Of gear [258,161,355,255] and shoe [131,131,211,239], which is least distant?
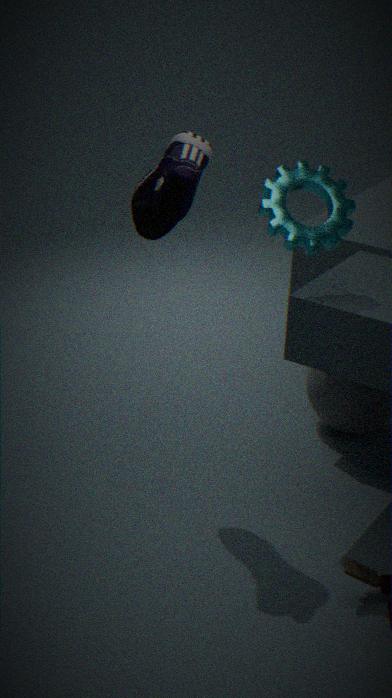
shoe [131,131,211,239]
